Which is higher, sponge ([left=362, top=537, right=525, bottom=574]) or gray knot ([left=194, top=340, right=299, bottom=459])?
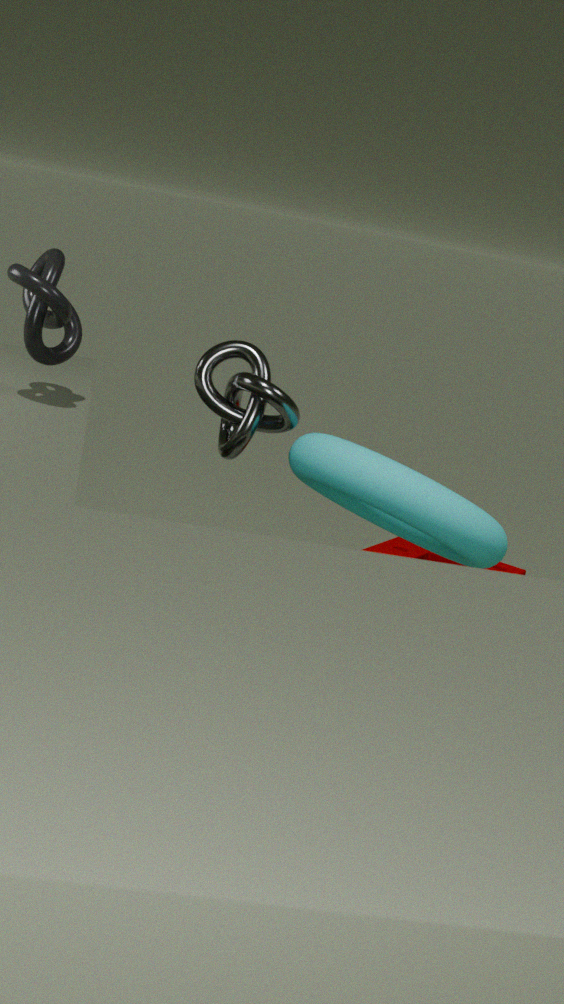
gray knot ([left=194, top=340, right=299, bottom=459])
